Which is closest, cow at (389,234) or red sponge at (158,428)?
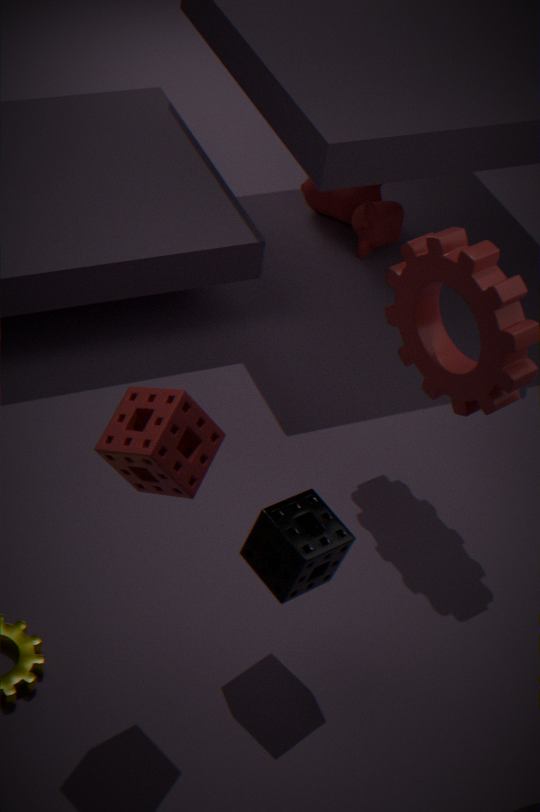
red sponge at (158,428)
